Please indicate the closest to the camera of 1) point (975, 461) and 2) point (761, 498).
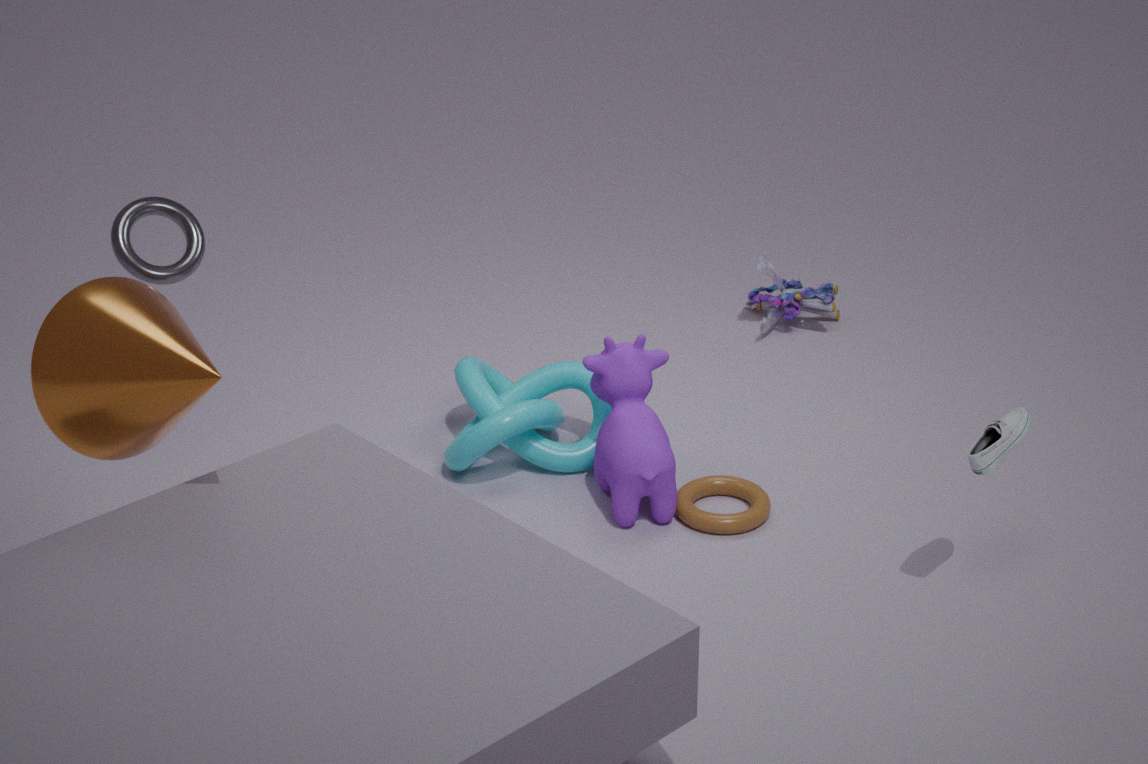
1. point (975, 461)
